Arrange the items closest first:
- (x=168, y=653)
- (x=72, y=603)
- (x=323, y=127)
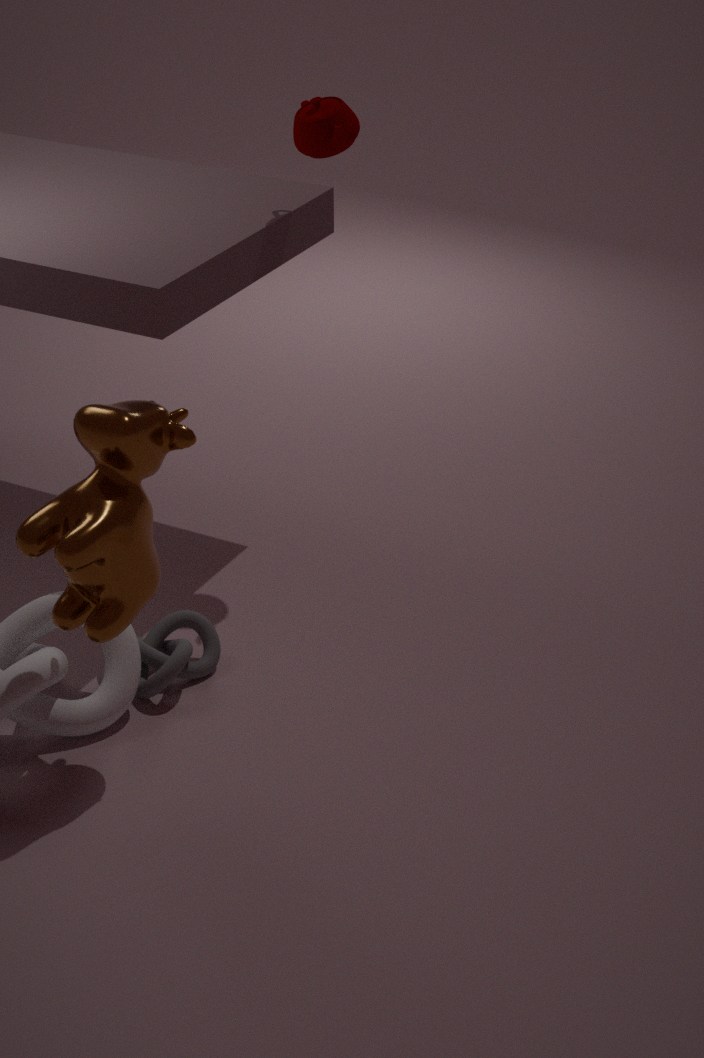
(x=72, y=603) → (x=323, y=127) → (x=168, y=653)
